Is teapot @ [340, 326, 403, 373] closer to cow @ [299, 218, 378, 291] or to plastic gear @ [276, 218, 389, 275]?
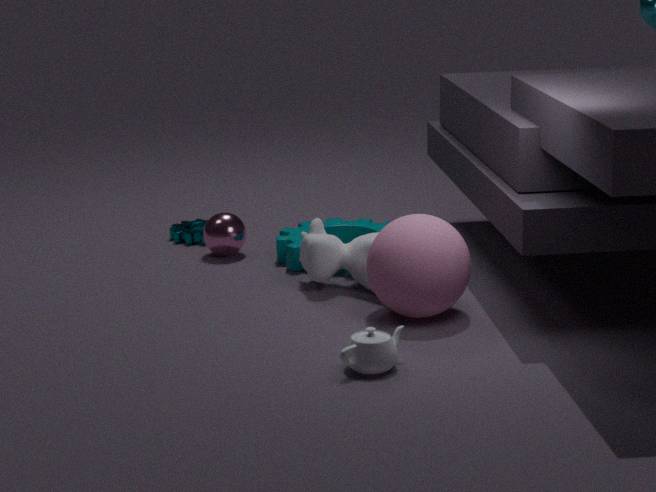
cow @ [299, 218, 378, 291]
